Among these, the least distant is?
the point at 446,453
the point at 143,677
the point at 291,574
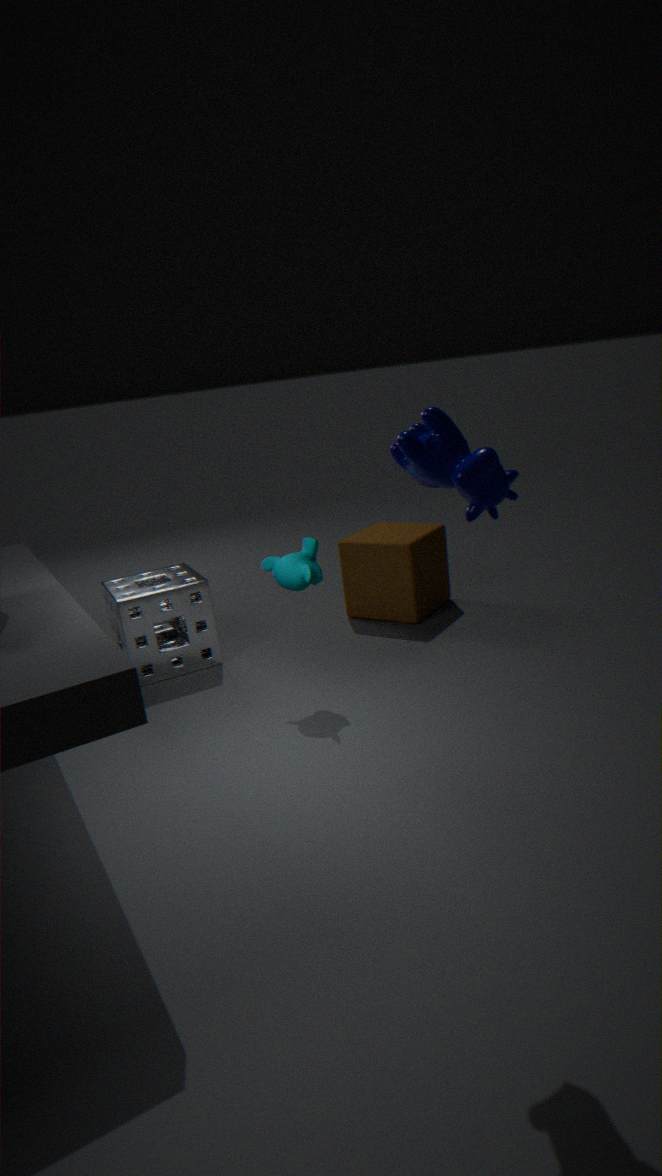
the point at 446,453
